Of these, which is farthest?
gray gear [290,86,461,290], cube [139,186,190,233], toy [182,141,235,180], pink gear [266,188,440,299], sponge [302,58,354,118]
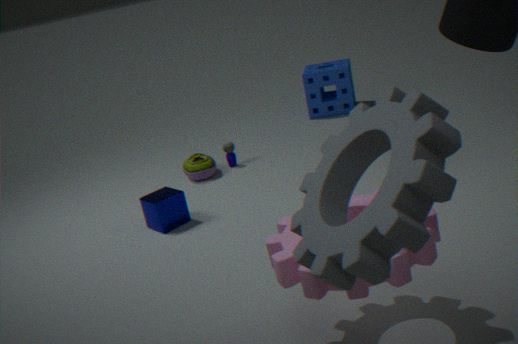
sponge [302,58,354,118]
